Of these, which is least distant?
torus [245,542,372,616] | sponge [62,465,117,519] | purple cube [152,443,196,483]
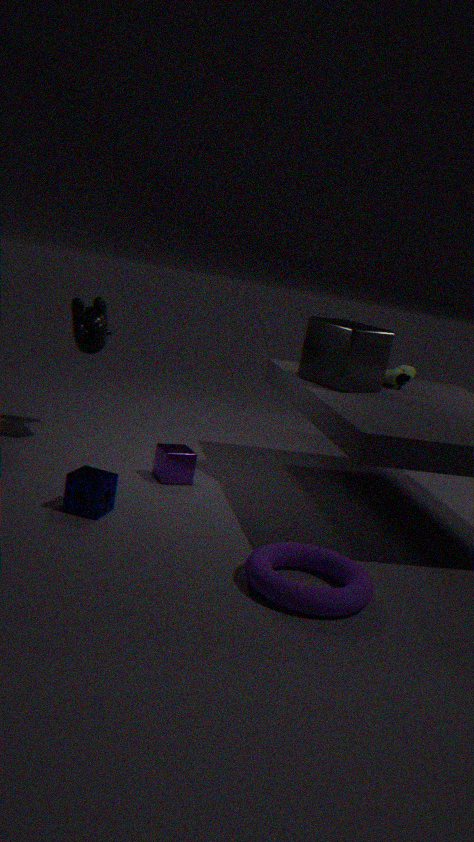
torus [245,542,372,616]
